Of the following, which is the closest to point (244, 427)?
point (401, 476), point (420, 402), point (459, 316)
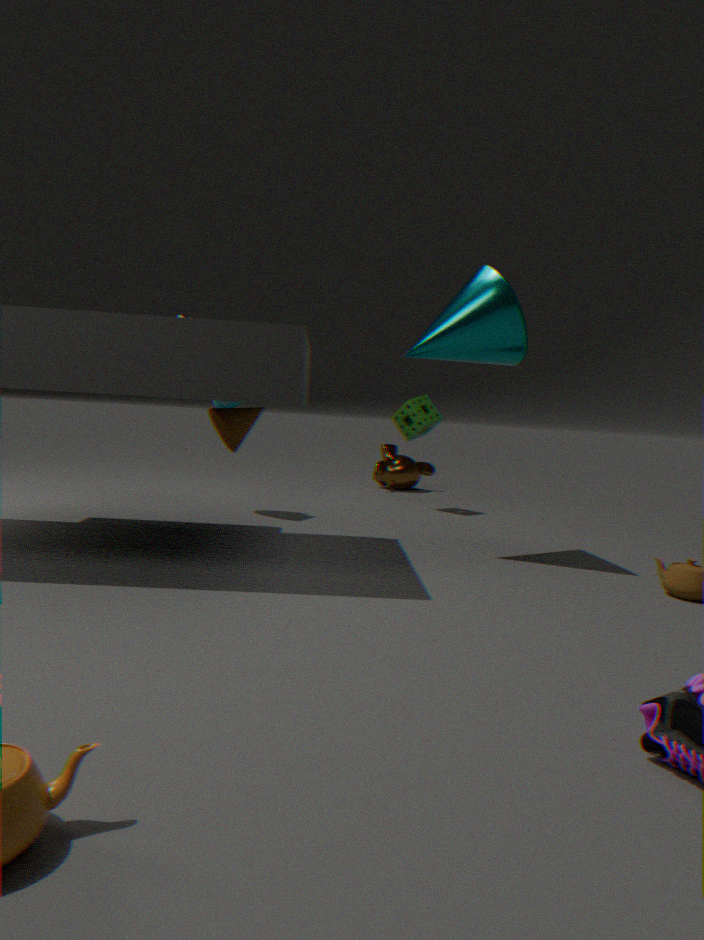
point (459, 316)
